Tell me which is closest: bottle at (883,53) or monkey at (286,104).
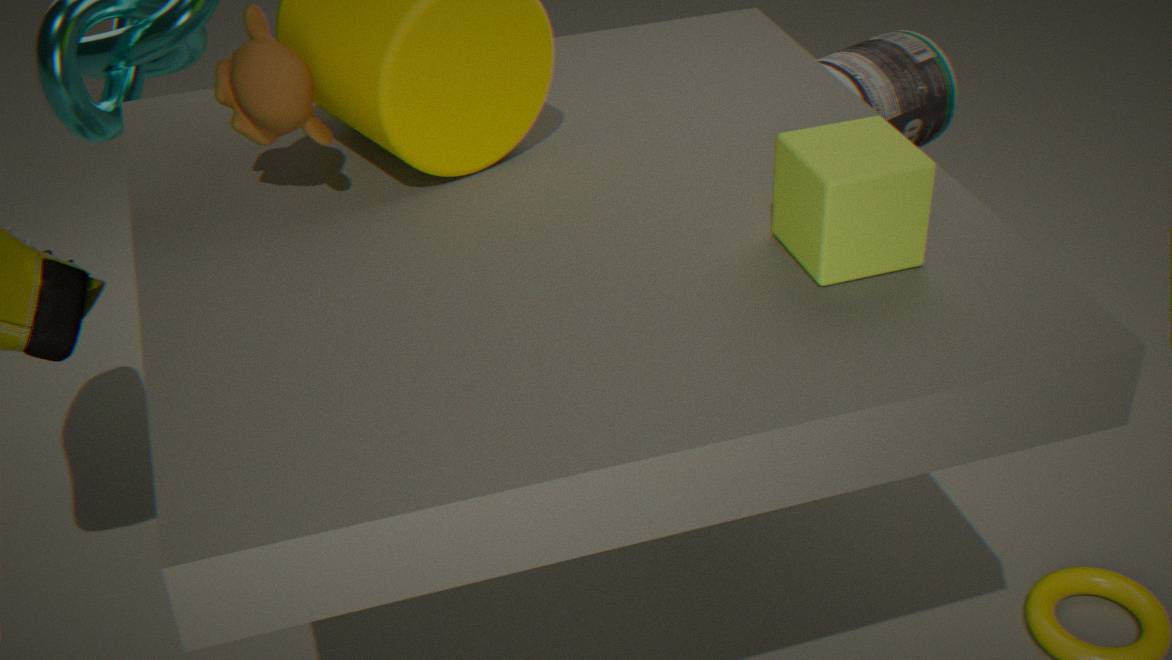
monkey at (286,104)
